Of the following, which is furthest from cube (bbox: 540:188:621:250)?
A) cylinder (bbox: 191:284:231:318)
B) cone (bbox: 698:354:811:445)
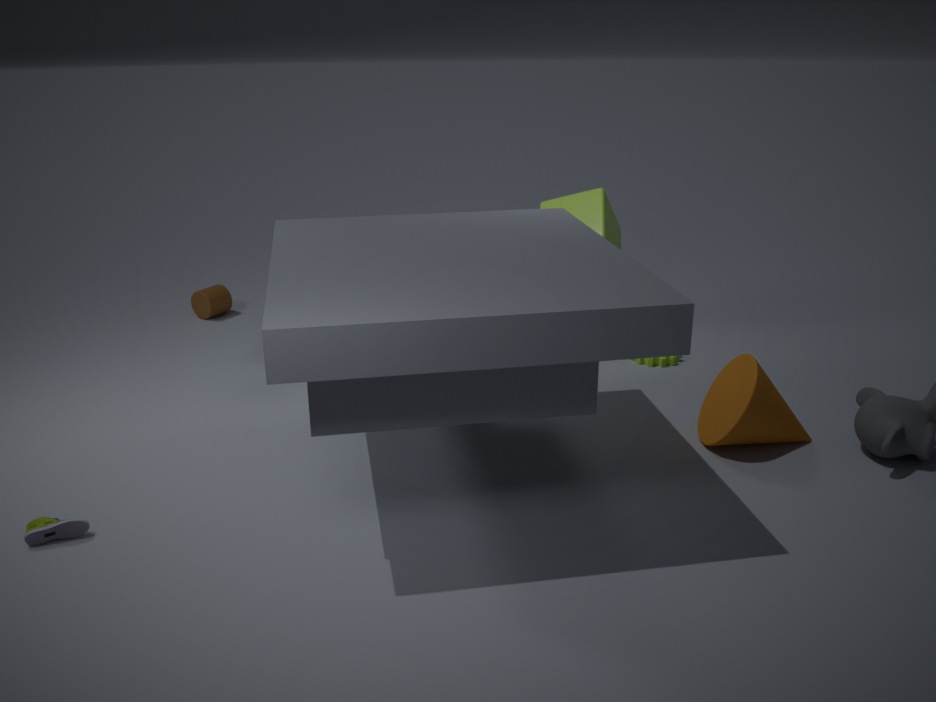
cylinder (bbox: 191:284:231:318)
